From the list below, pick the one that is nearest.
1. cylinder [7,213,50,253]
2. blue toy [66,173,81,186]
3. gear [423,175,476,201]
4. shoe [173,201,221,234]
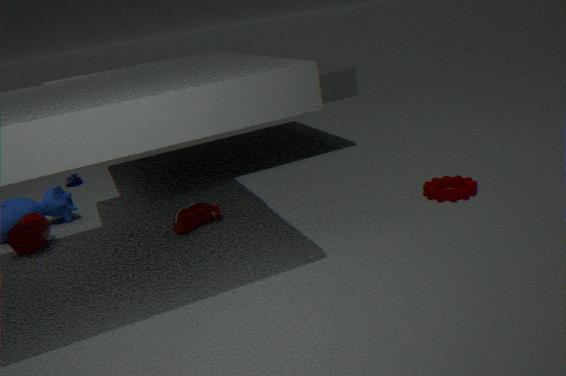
gear [423,175,476,201]
